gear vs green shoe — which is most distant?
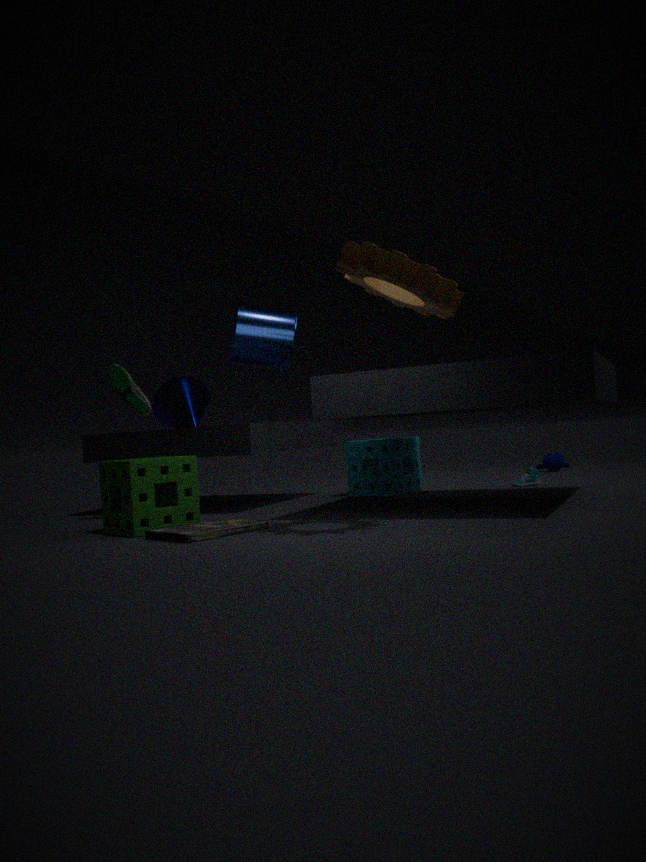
green shoe
